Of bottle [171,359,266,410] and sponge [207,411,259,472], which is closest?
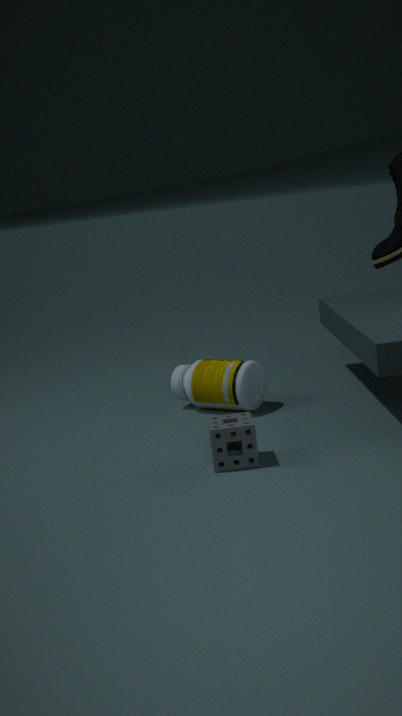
sponge [207,411,259,472]
